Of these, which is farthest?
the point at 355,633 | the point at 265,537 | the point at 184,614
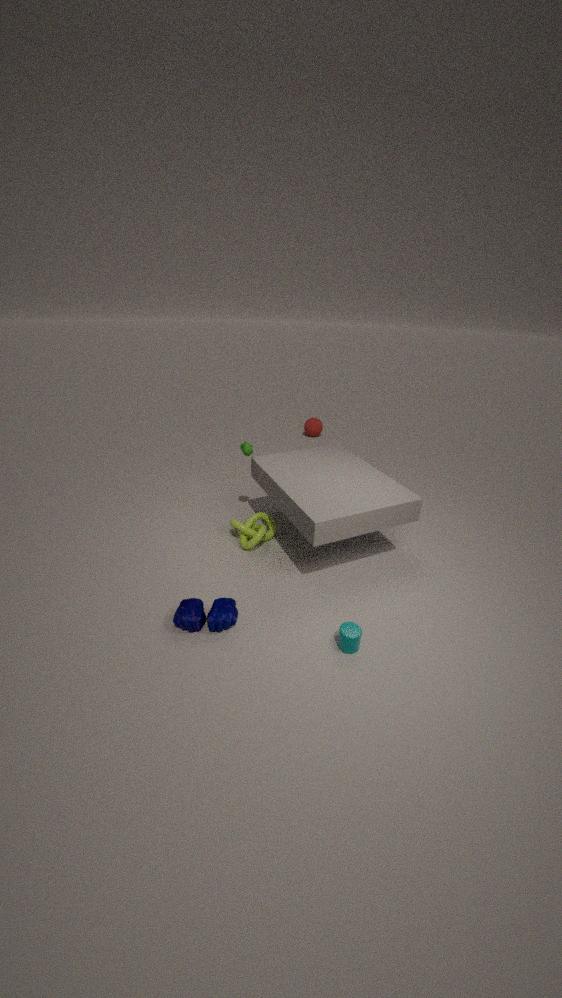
the point at 265,537
